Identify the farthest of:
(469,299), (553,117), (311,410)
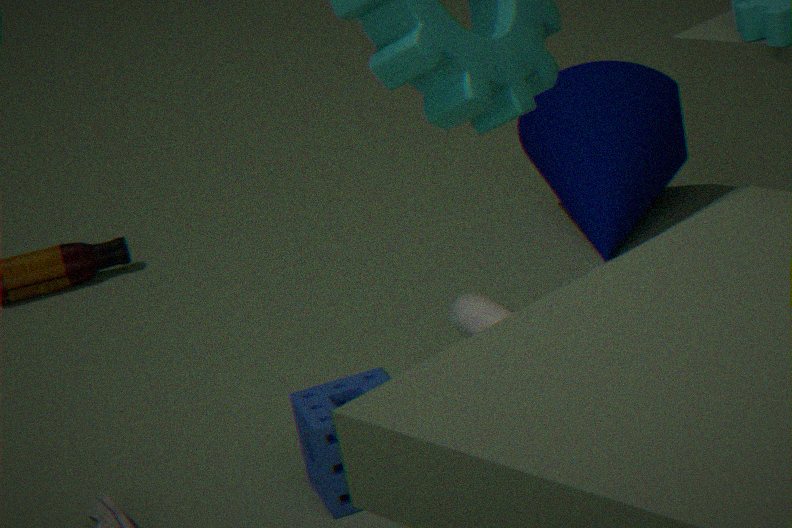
(553,117)
